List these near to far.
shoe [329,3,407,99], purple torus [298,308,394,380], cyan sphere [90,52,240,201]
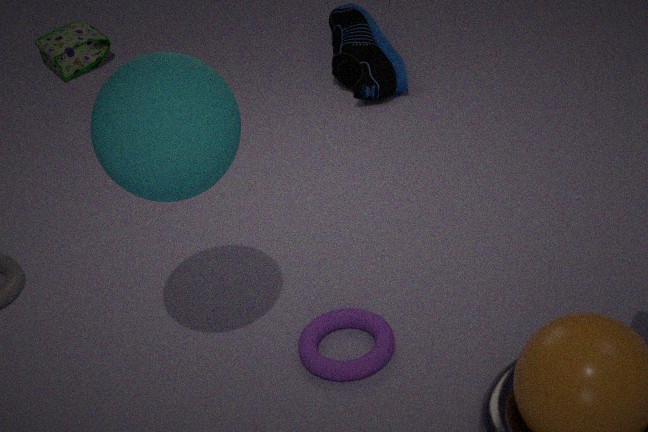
1. cyan sphere [90,52,240,201]
2. purple torus [298,308,394,380]
3. shoe [329,3,407,99]
